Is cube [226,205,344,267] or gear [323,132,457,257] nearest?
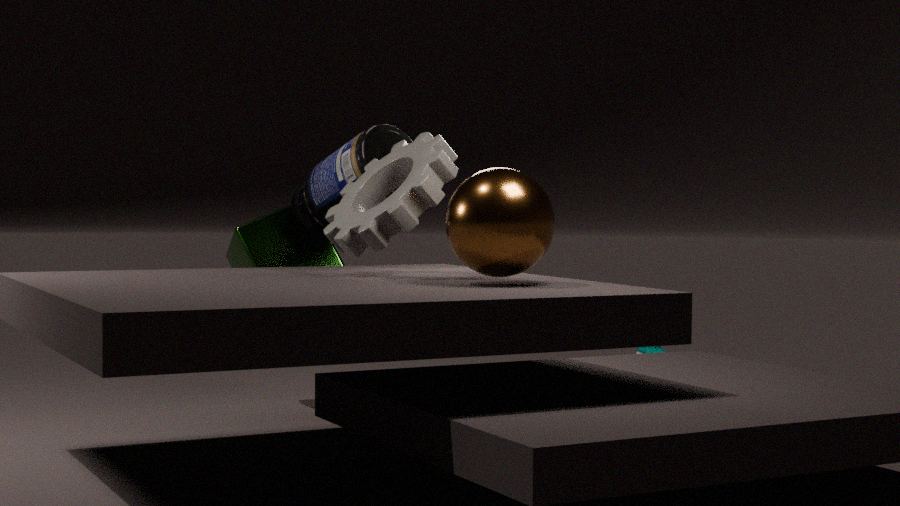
gear [323,132,457,257]
